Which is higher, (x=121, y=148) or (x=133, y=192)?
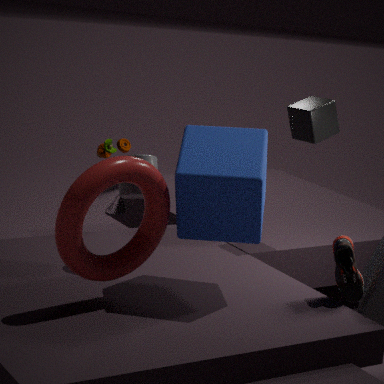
(x=133, y=192)
